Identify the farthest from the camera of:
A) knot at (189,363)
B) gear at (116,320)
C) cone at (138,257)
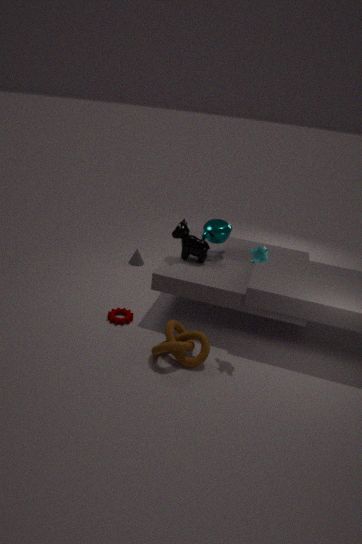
cone at (138,257)
